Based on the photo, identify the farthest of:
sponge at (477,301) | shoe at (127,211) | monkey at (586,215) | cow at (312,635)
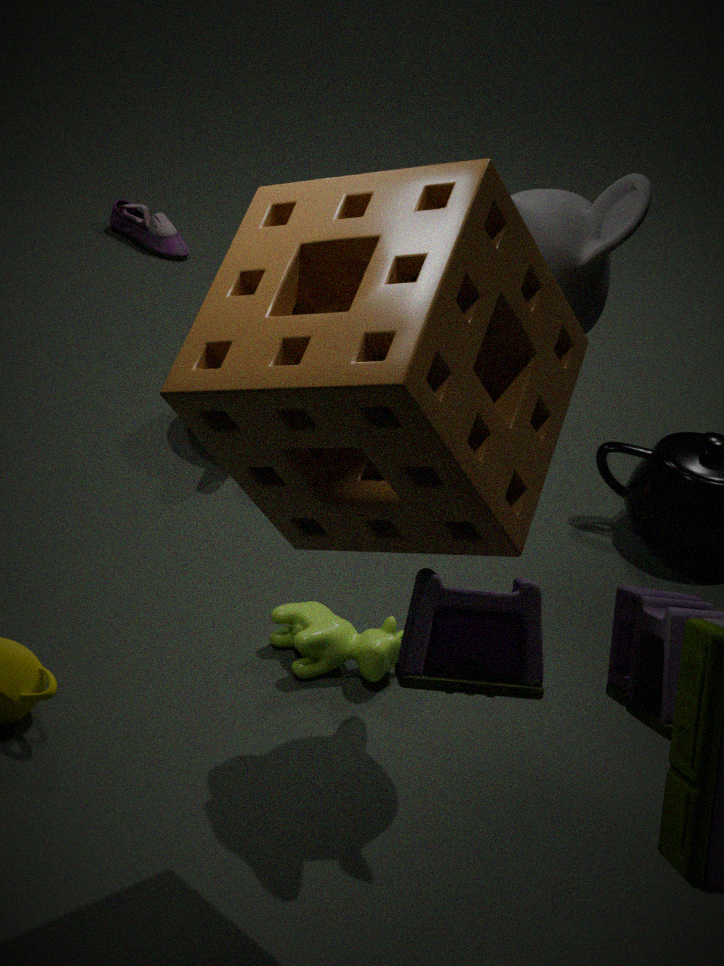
shoe at (127,211)
